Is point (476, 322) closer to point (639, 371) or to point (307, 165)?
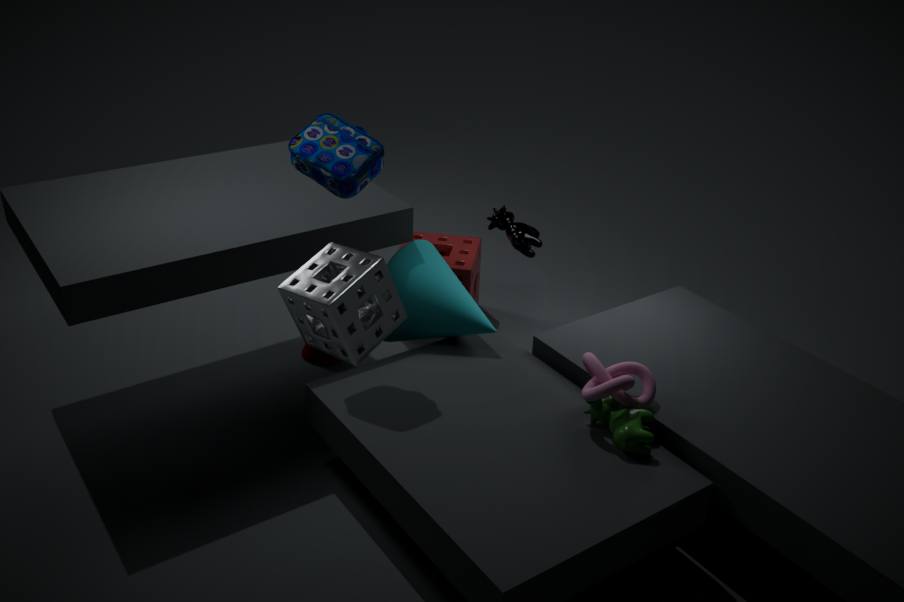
point (307, 165)
